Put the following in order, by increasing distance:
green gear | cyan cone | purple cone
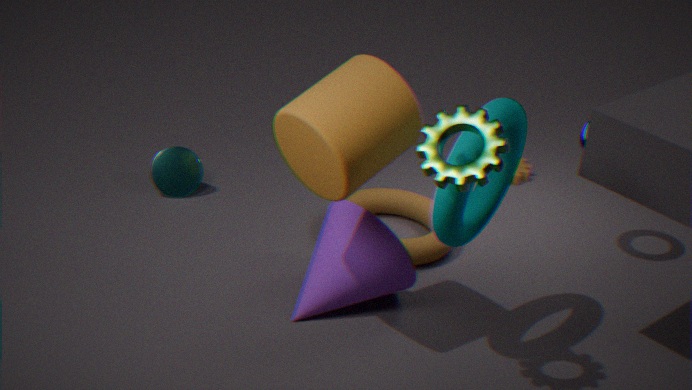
green gear, purple cone, cyan cone
